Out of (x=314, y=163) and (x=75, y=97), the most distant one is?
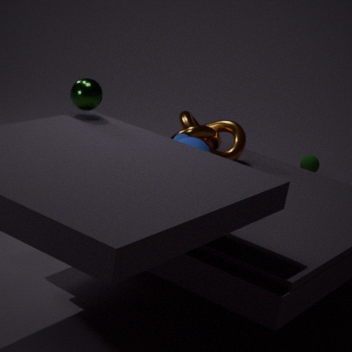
(x=314, y=163)
